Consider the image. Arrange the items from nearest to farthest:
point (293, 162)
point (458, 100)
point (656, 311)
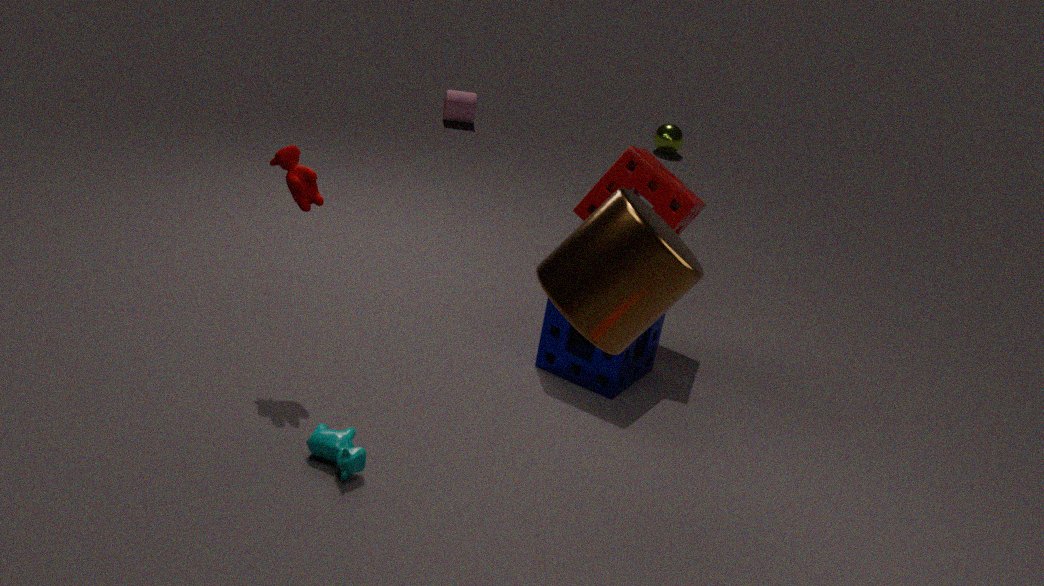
point (656, 311) < point (293, 162) < point (458, 100)
